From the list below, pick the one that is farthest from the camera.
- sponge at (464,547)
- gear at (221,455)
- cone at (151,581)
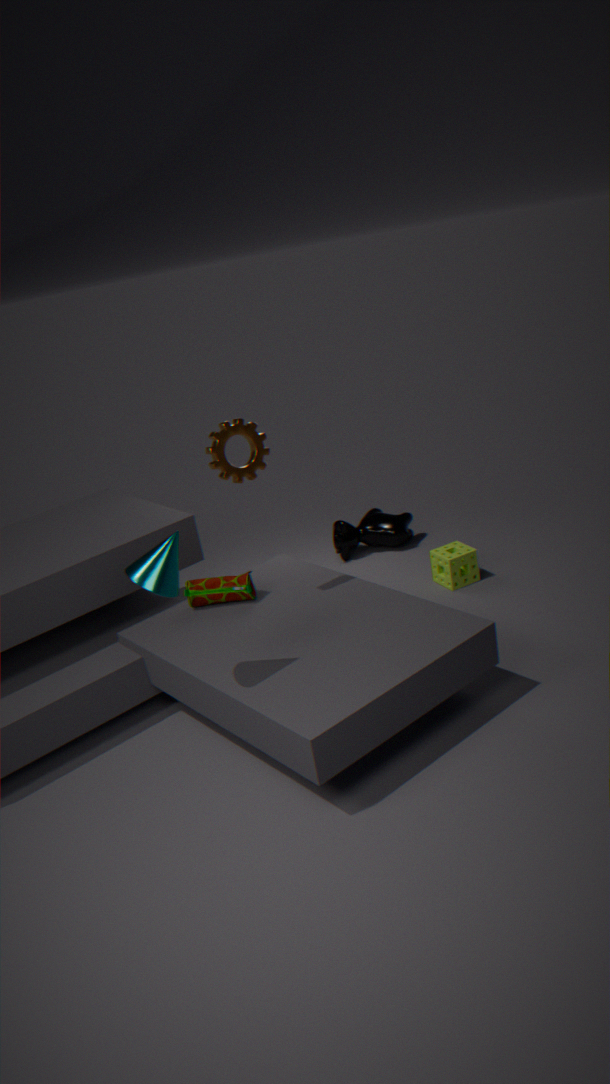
sponge at (464,547)
